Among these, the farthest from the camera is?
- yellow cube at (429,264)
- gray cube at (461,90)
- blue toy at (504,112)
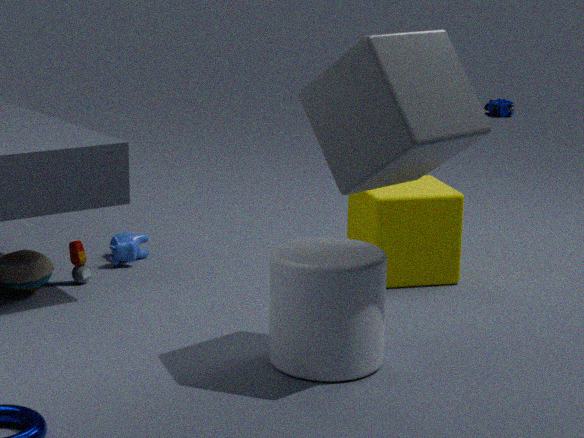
blue toy at (504,112)
